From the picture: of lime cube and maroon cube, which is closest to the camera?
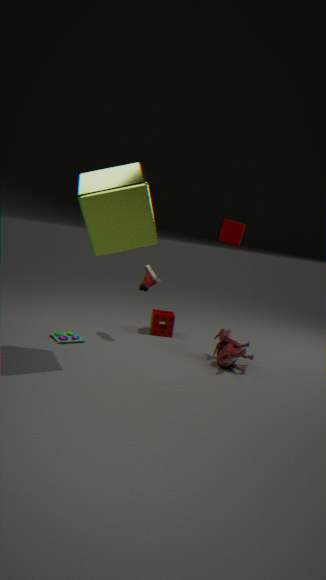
lime cube
